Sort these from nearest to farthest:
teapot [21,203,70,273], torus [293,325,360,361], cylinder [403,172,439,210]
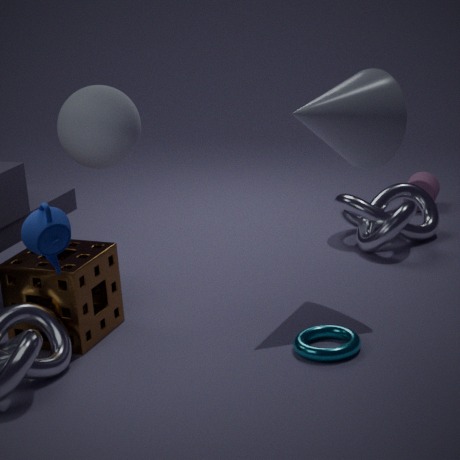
teapot [21,203,70,273], torus [293,325,360,361], cylinder [403,172,439,210]
